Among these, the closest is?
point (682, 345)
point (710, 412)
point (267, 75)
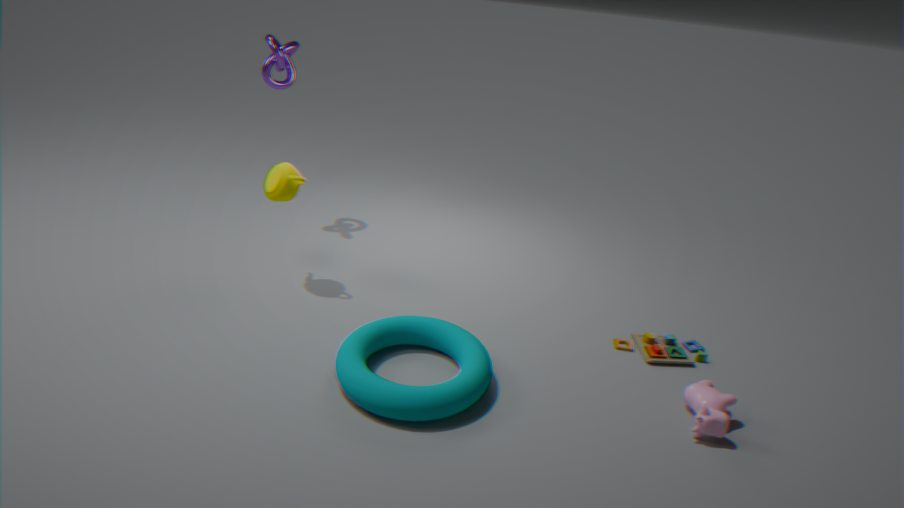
point (710, 412)
